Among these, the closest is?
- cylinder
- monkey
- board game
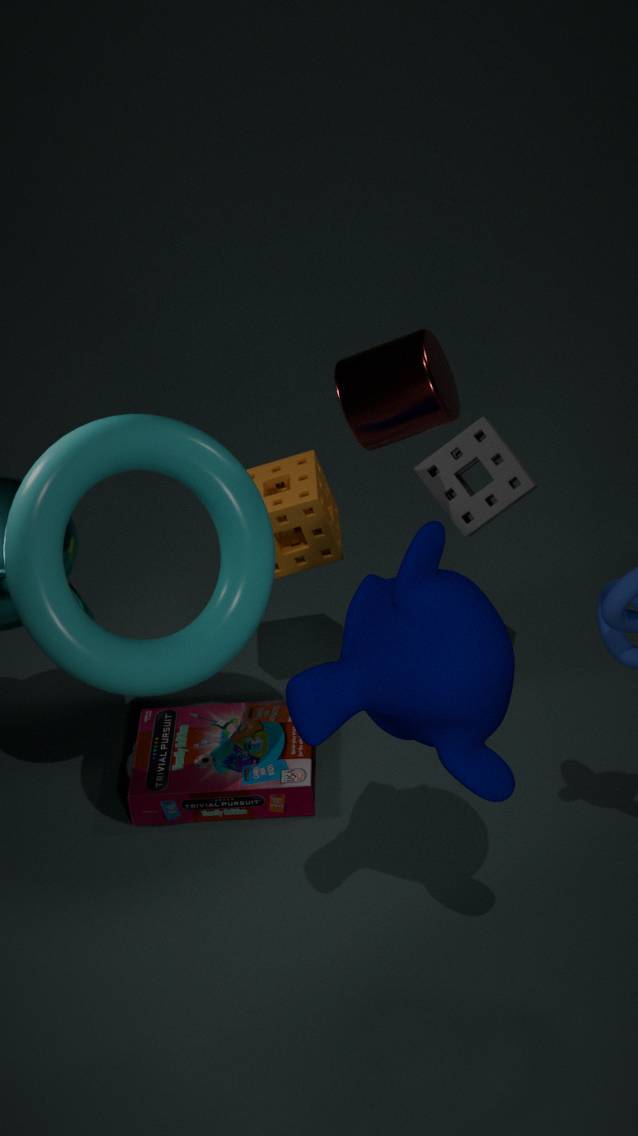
monkey
